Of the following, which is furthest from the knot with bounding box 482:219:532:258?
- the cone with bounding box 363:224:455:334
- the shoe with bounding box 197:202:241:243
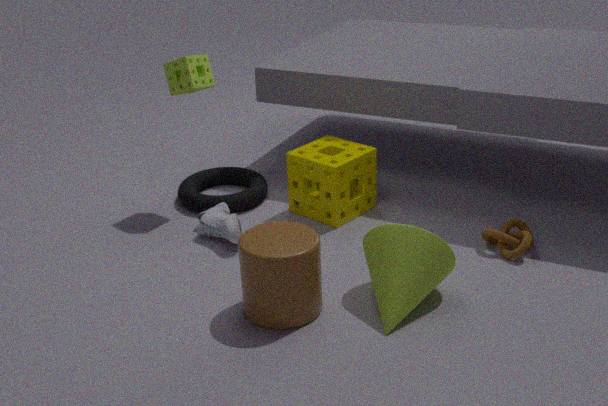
the shoe with bounding box 197:202:241:243
